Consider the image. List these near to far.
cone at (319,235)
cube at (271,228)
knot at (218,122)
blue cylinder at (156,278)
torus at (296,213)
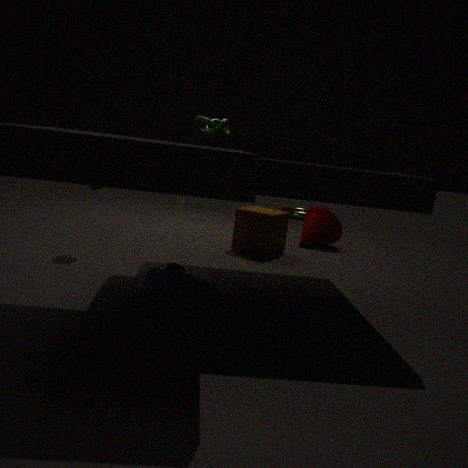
blue cylinder at (156,278)
knot at (218,122)
cube at (271,228)
cone at (319,235)
torus at (296,213)
